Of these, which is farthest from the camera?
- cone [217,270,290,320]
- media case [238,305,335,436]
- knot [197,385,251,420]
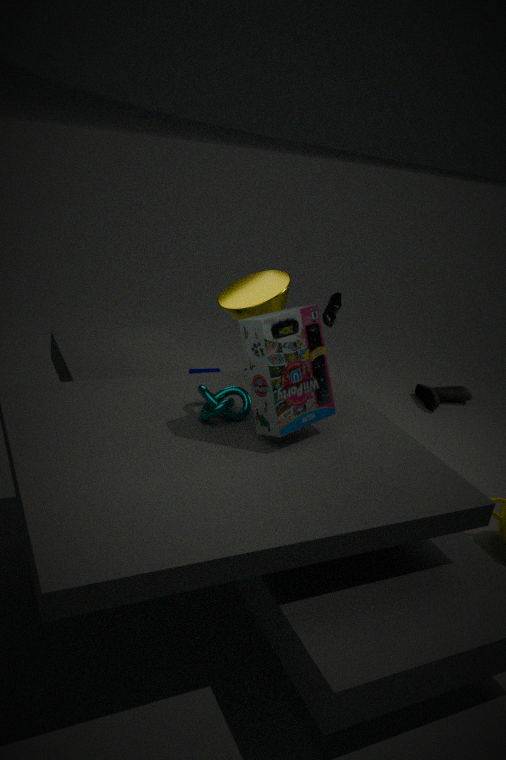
Answer: cone [217,270,290,320]
